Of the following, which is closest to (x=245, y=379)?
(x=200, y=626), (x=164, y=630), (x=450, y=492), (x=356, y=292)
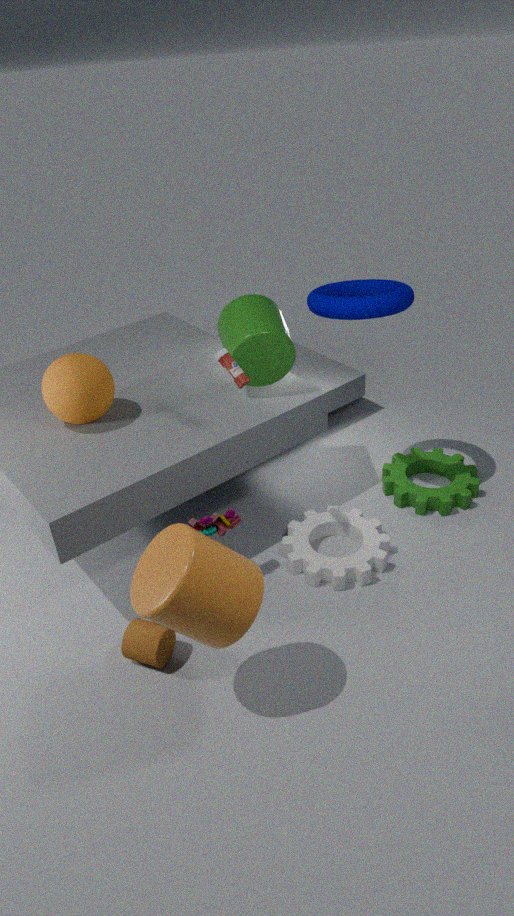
(x=356, y=292)
